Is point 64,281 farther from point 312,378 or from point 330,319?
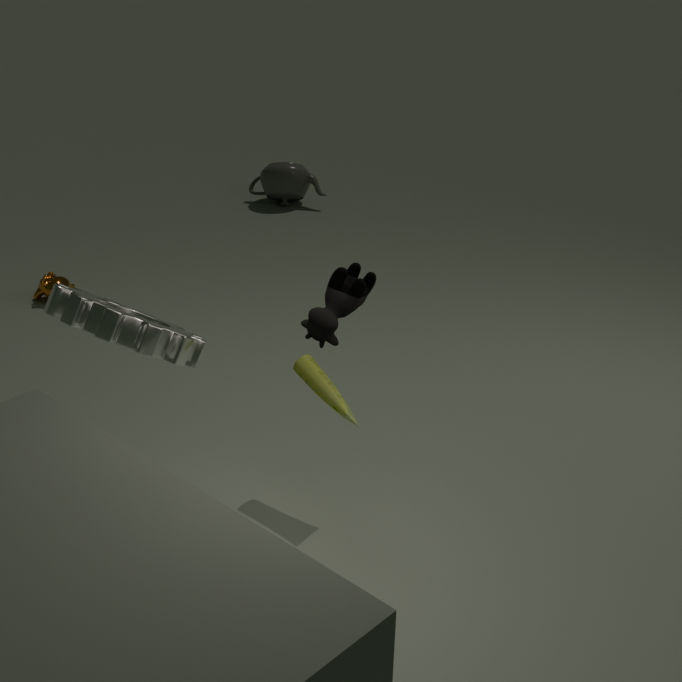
point 330,319
